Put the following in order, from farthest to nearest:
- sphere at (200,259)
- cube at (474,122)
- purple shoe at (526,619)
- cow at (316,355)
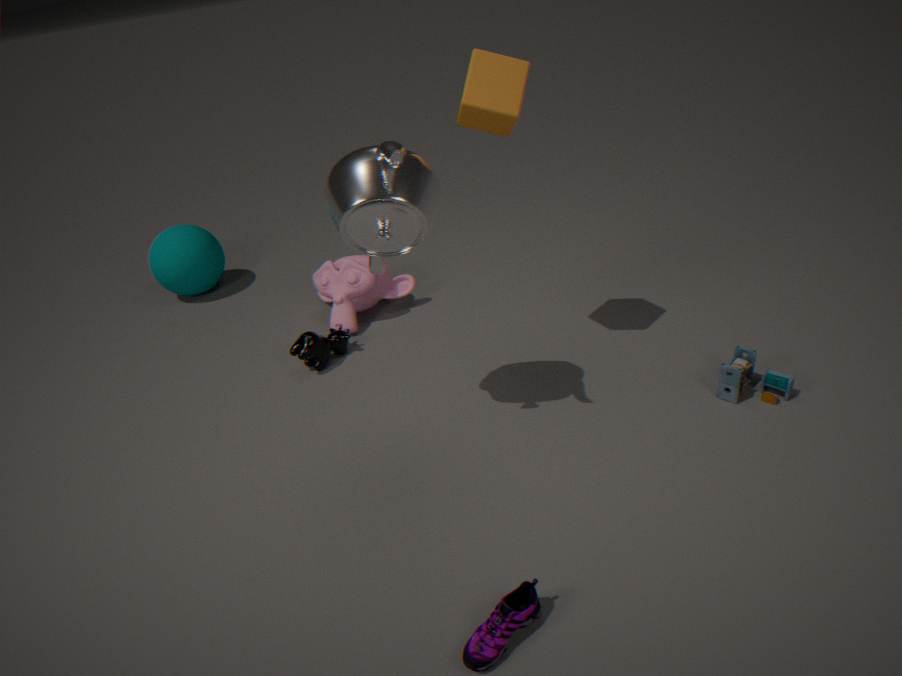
1. sphere at (200,259)
2. cow at (316,355)
3. cube at (474,122)
4. purple shoe at (526,619)
